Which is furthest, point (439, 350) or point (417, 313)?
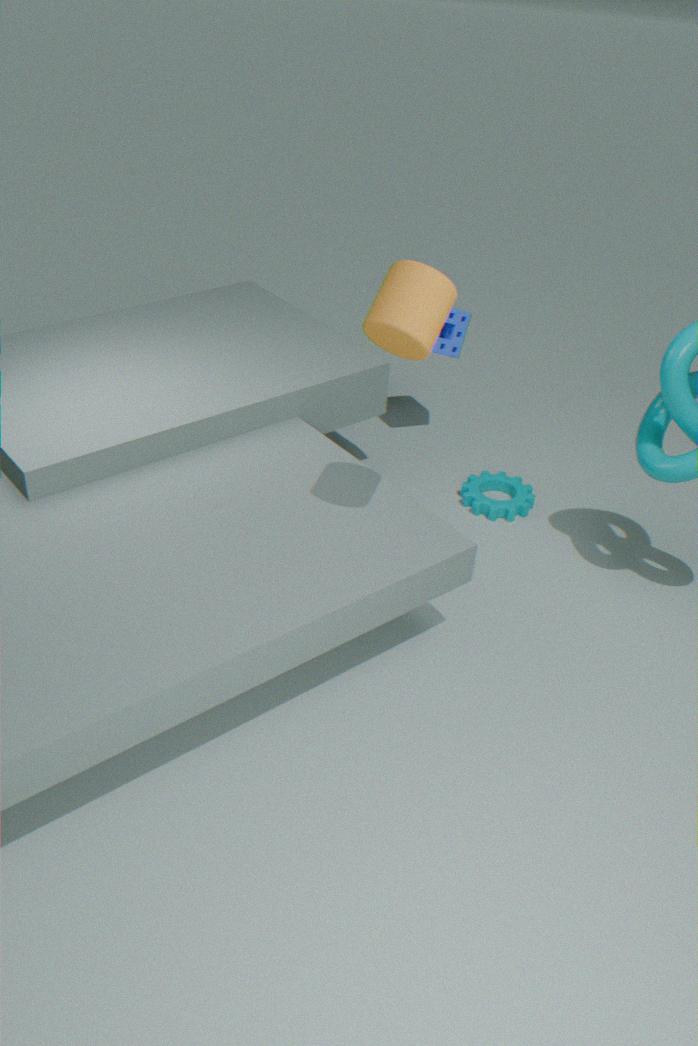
point (439, 350)
